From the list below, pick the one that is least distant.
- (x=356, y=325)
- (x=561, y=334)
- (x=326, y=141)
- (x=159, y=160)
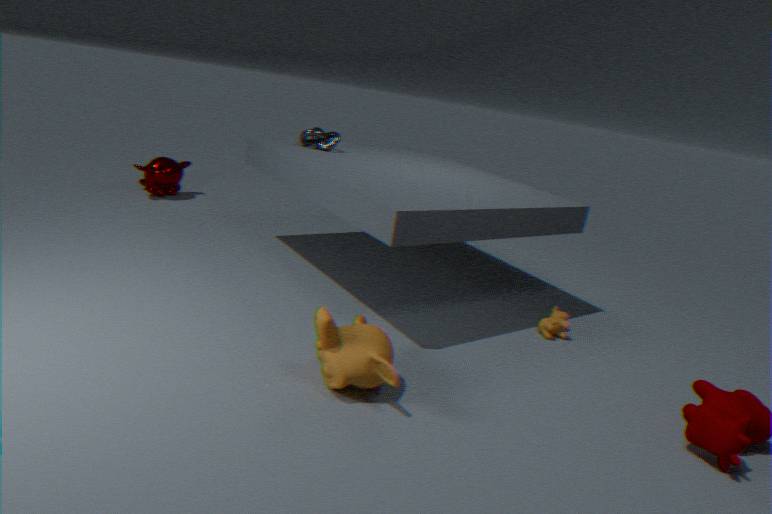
(x=356, y=325)
